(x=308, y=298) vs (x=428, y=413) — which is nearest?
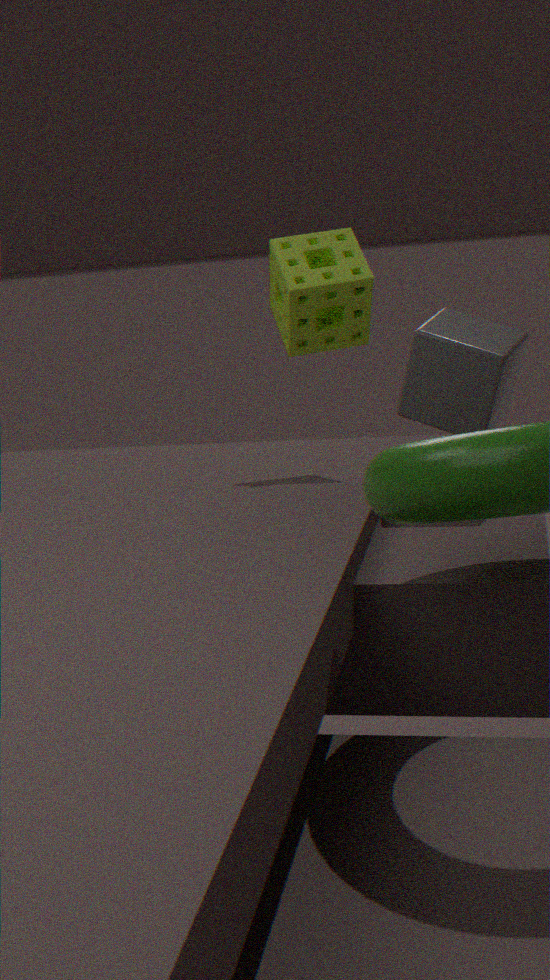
(x=428, y=413)
